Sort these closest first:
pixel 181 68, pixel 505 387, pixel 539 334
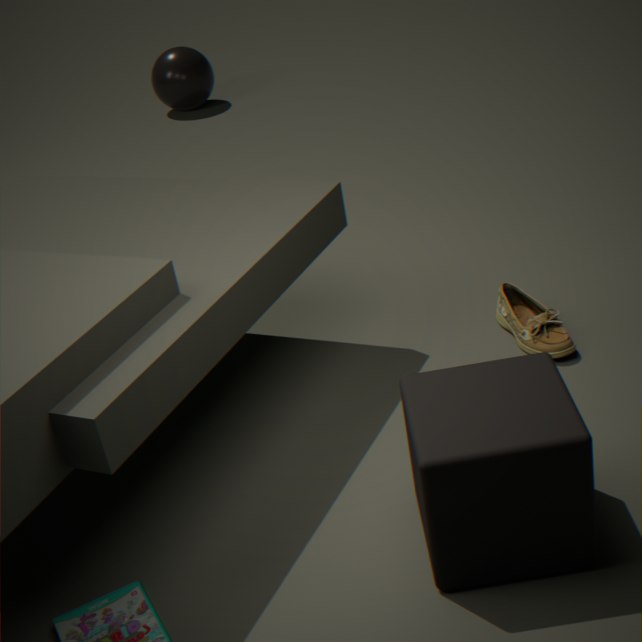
pixel 505 387 → pixel 539 334 → pixel 181 68
